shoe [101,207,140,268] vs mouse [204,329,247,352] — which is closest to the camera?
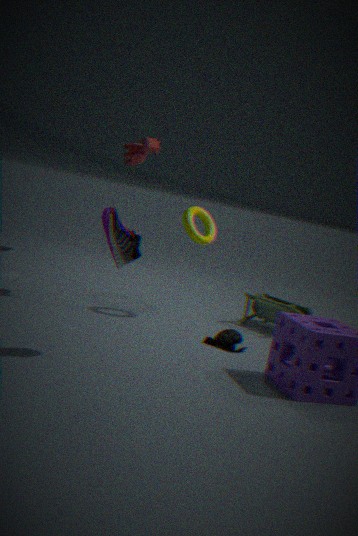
shoe [101,207,140,268]
